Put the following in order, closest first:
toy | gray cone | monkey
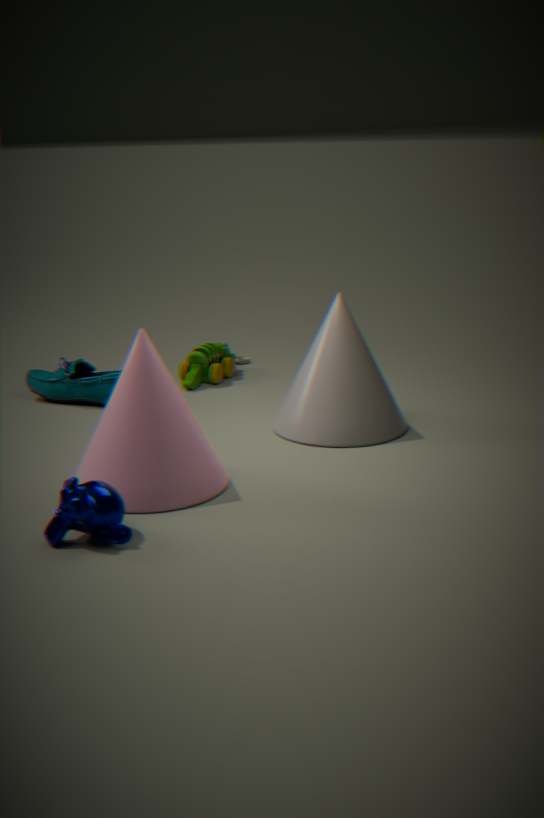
monkey < gray cone < toy
